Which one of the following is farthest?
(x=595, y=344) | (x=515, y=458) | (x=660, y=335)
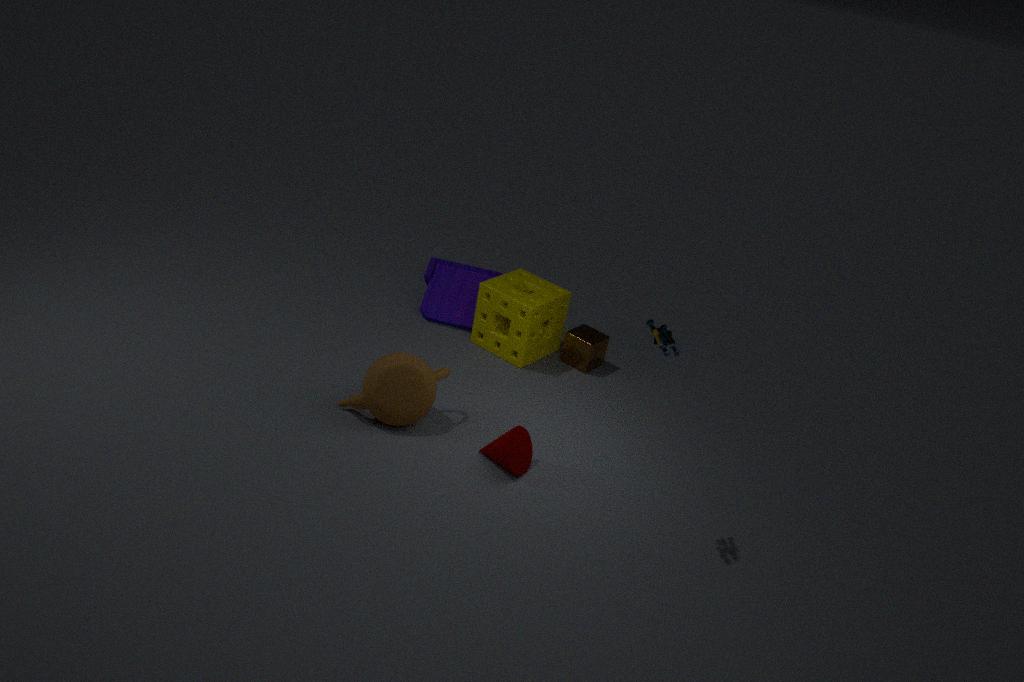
(x=595, y=344)
